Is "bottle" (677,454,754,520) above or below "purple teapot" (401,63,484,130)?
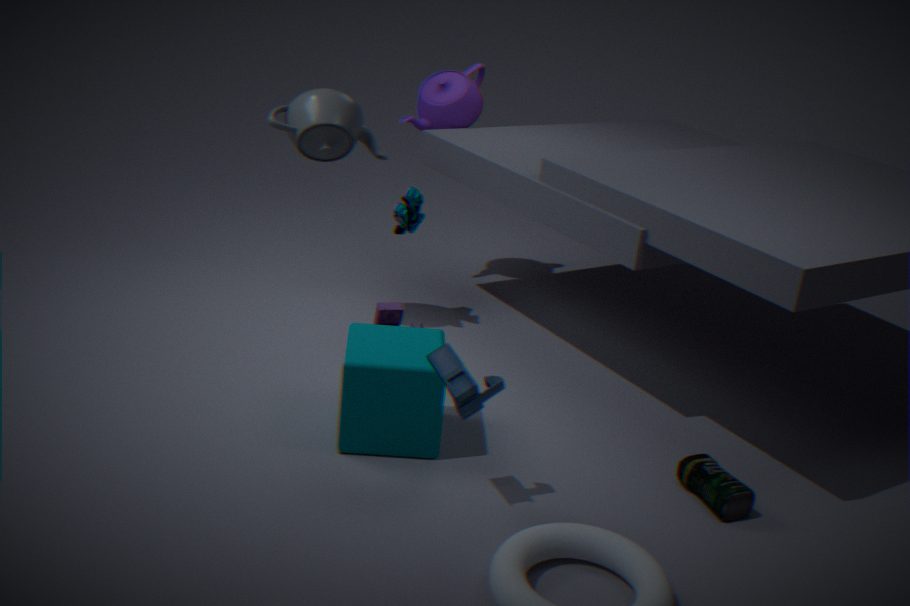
below
